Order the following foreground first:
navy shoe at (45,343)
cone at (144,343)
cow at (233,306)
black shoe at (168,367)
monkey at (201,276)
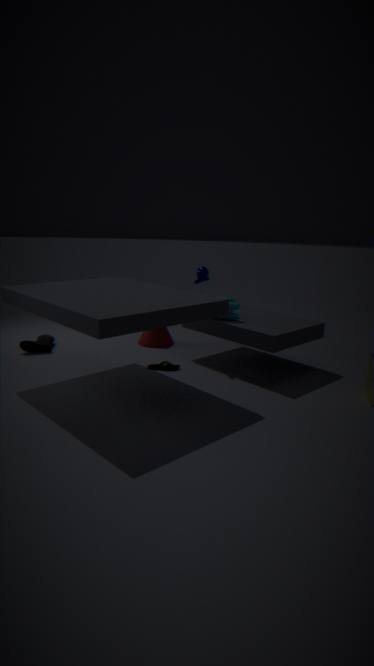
black shoe at (168,367) < cow at (233,306) < monkey at (201,276) < navy shoe at (45,343) < cone at (144,343)
